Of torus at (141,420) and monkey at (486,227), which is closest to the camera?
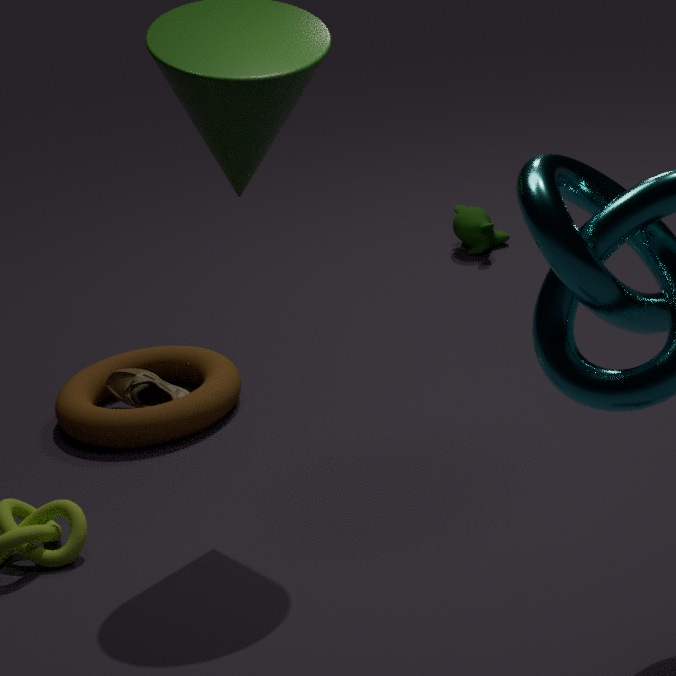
torus at (141,420)
